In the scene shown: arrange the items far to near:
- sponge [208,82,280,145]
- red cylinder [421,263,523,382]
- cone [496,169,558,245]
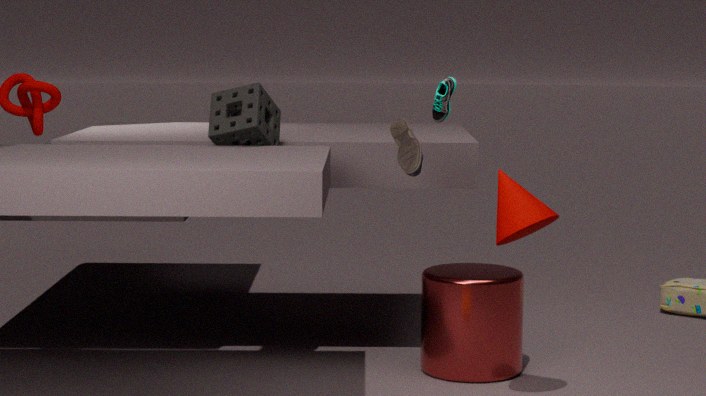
red cylinder [421,263,523,382] < sponge [208,82,280,145] < cone [496,169,558,245]
